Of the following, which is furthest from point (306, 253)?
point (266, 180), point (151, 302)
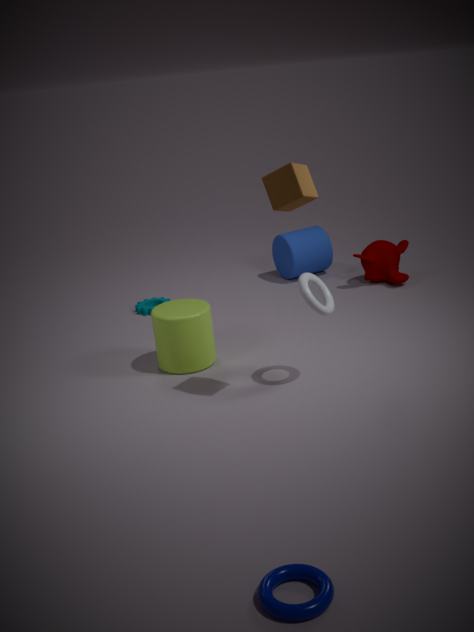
point (266, 180)
